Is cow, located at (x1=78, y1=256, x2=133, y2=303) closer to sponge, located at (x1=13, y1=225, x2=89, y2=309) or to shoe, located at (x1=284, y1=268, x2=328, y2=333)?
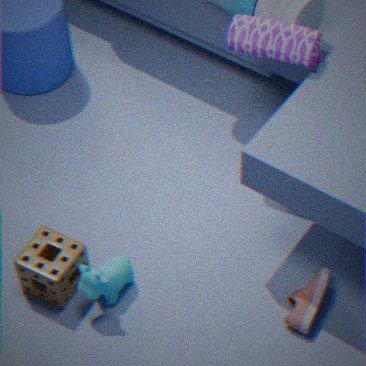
sponge, located at (x1=13, y1=225, x2=89, y2=309)
